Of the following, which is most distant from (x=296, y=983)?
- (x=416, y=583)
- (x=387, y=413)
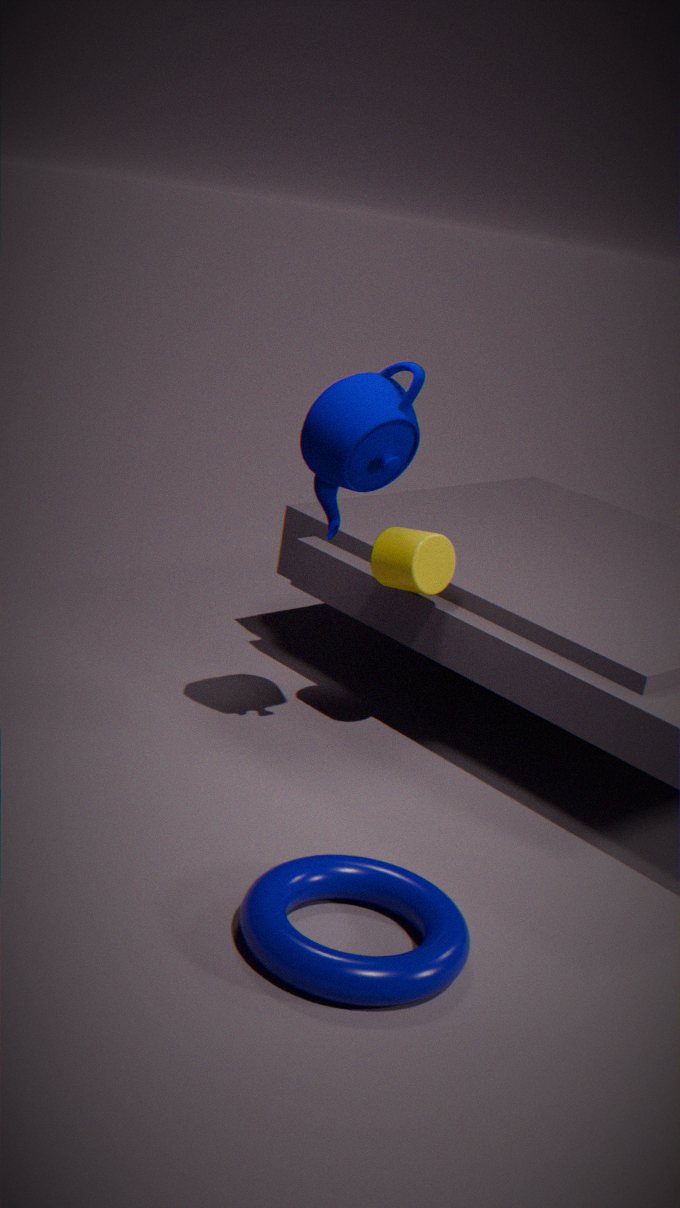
(x=387, y=413)
